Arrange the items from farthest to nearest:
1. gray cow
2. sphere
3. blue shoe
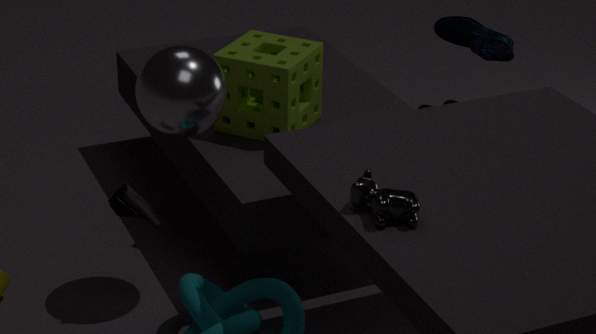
blue shoe → sphere → gray cow
